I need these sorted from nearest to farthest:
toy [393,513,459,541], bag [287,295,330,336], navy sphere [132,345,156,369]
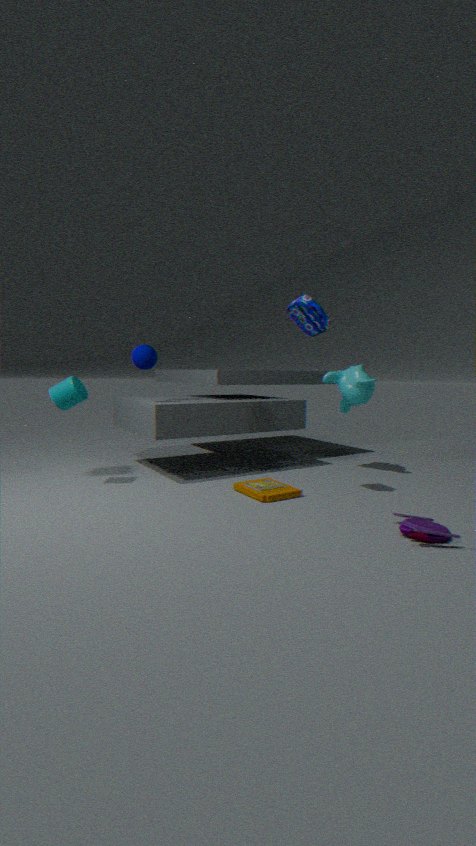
toy [393,513,459,541] → bag [287,295,330,336] → navy sphere [132,345,156,369]
